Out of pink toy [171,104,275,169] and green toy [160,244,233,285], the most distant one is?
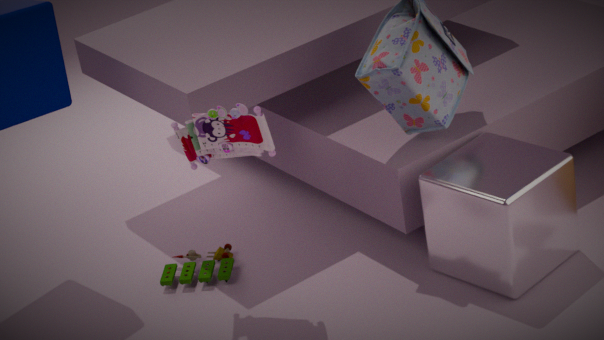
green toy [160,244,233,285]
